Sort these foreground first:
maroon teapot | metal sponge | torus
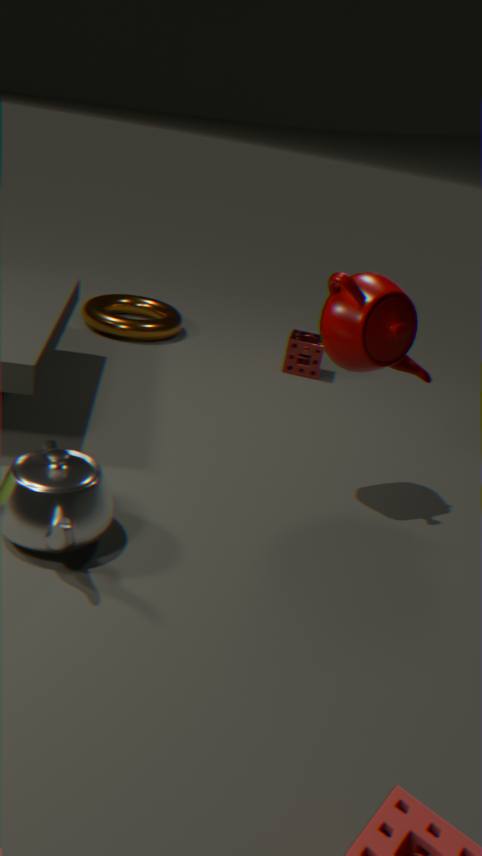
1. maroon teapot
2. metal sponge
3. torus
